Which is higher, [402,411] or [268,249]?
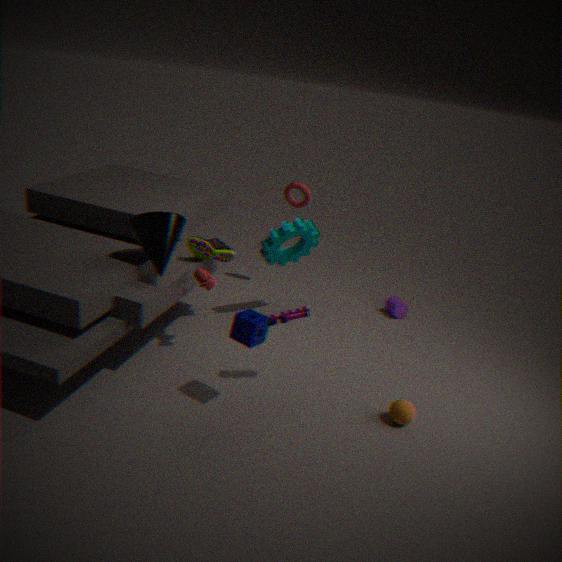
[268,249]
